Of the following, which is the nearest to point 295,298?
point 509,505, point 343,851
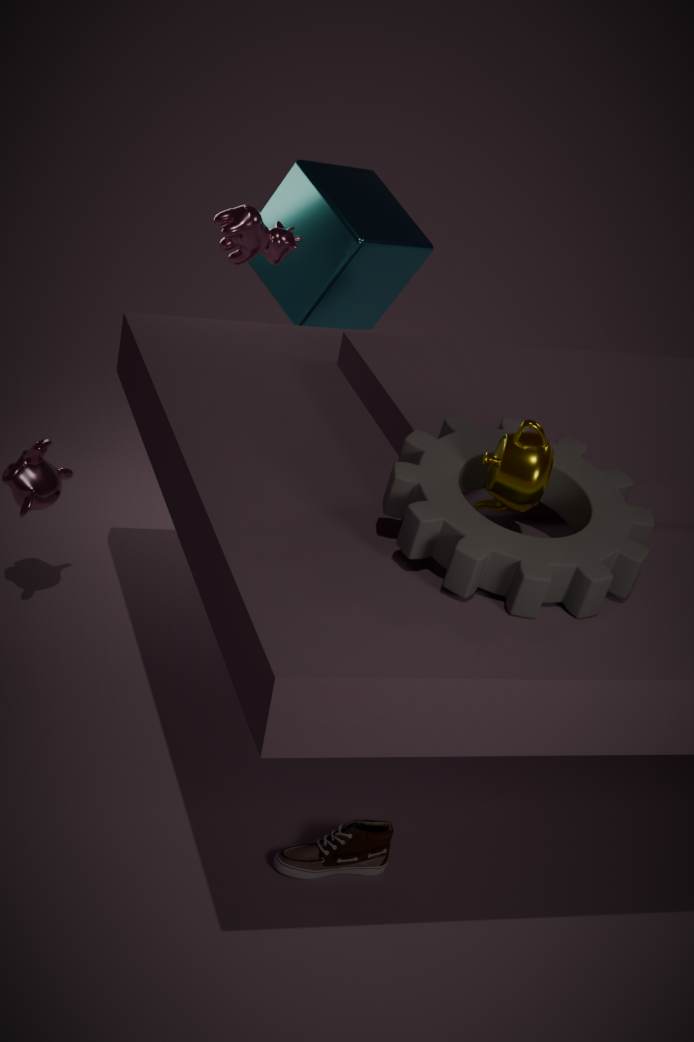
point 509,505
